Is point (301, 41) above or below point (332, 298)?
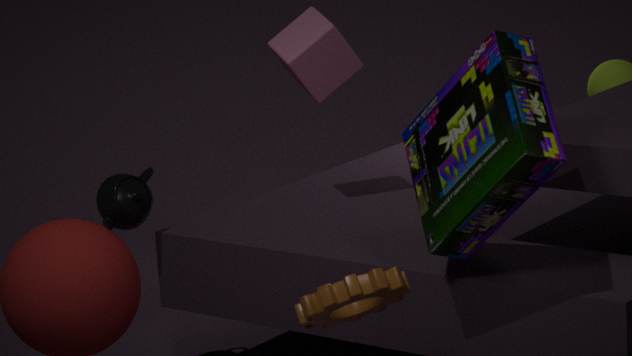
above
